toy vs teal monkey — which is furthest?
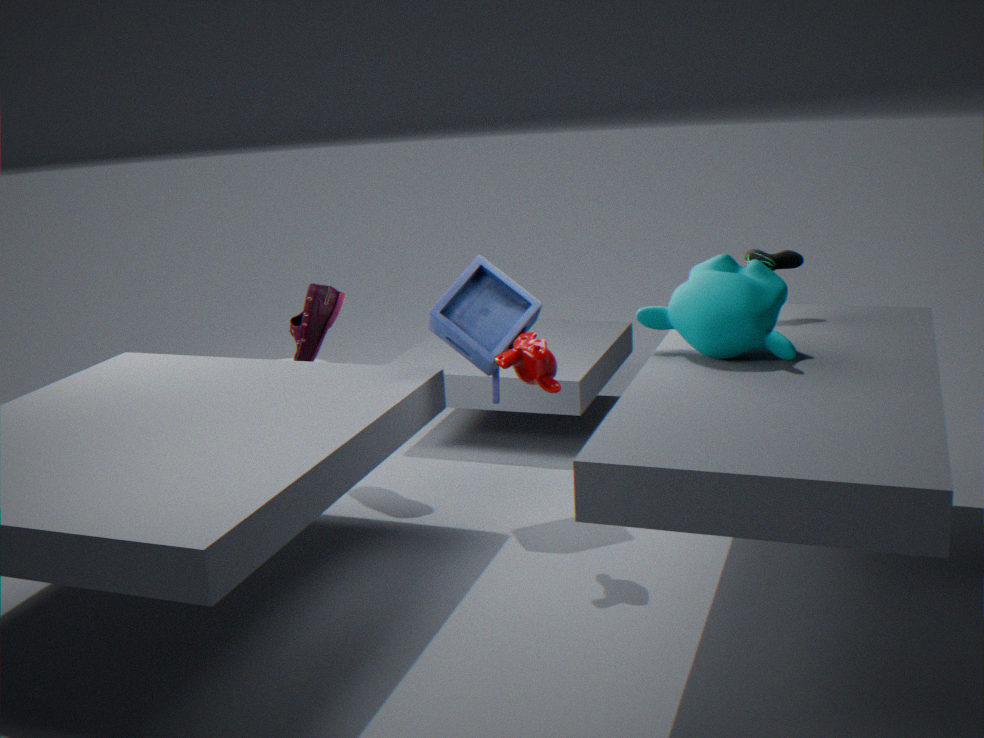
toy
